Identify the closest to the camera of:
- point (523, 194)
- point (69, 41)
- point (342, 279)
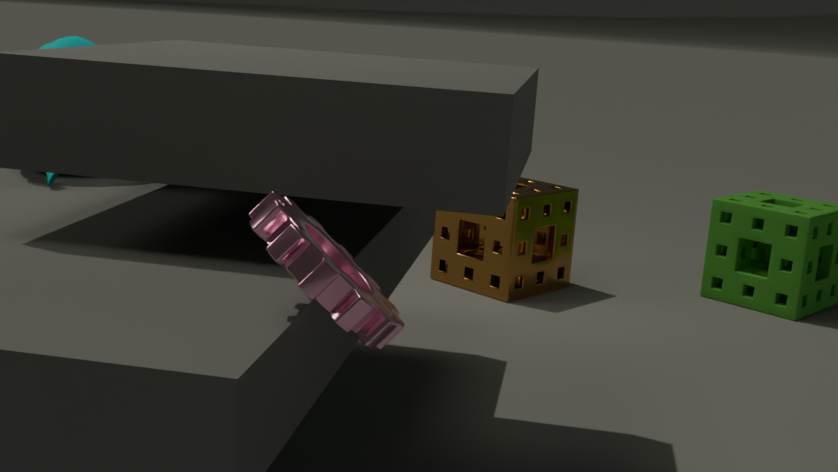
point (342, 279)
